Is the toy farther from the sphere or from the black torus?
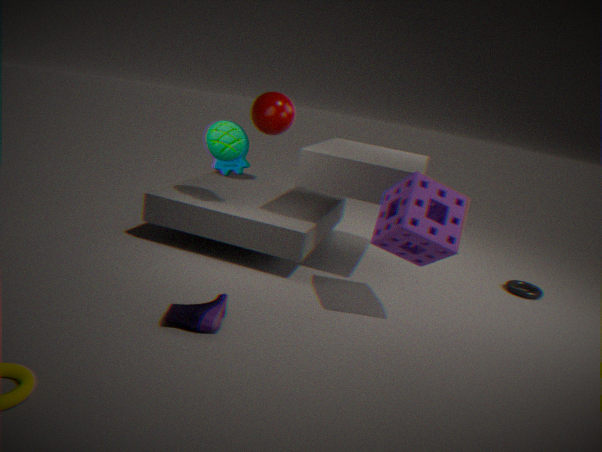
the black torus
